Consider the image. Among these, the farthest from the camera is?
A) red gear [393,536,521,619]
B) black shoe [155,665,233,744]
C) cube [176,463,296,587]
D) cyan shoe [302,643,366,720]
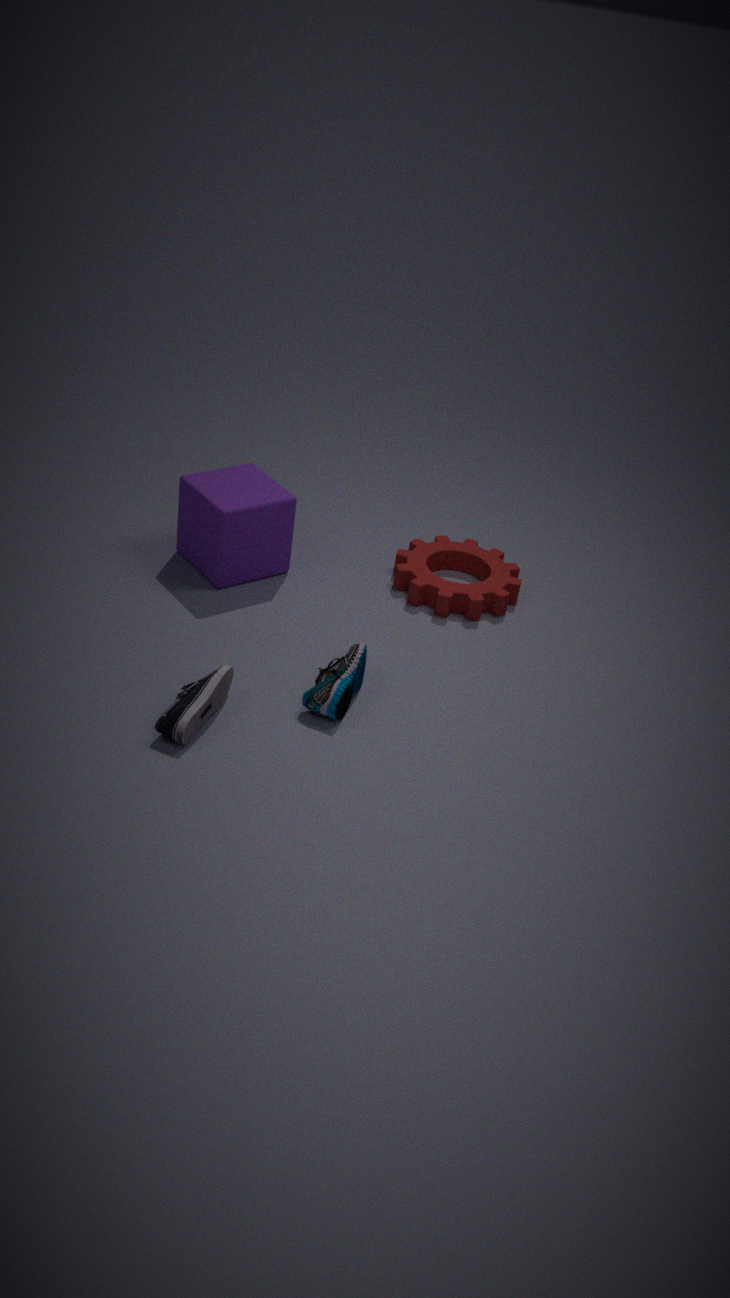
red gear [393,536,521,619]
